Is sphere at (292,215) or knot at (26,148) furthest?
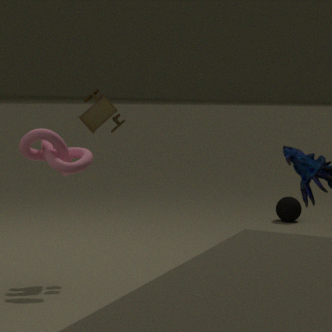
sphere at (292,215)
